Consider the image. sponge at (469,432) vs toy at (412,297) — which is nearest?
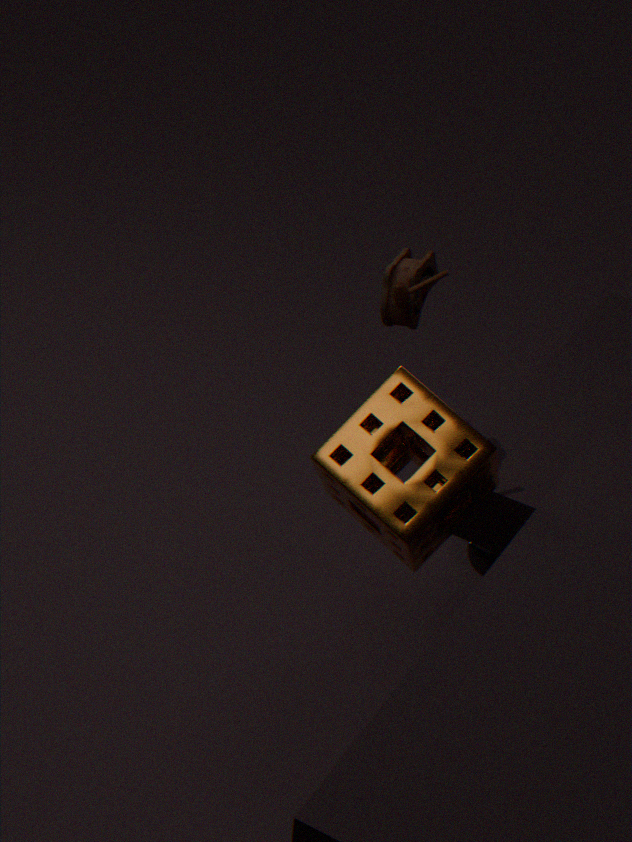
Answer: sponge at (469,432)
